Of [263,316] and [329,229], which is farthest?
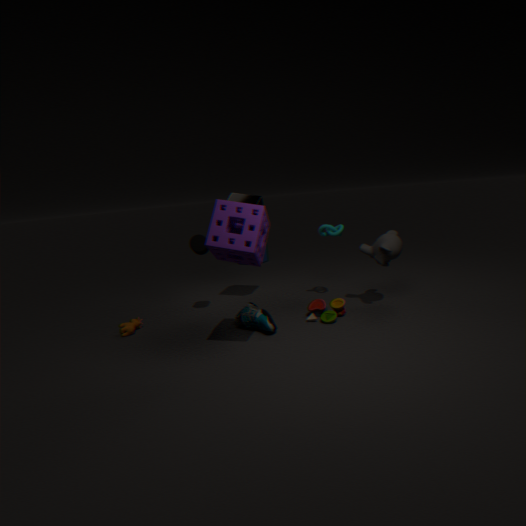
[329,229]
